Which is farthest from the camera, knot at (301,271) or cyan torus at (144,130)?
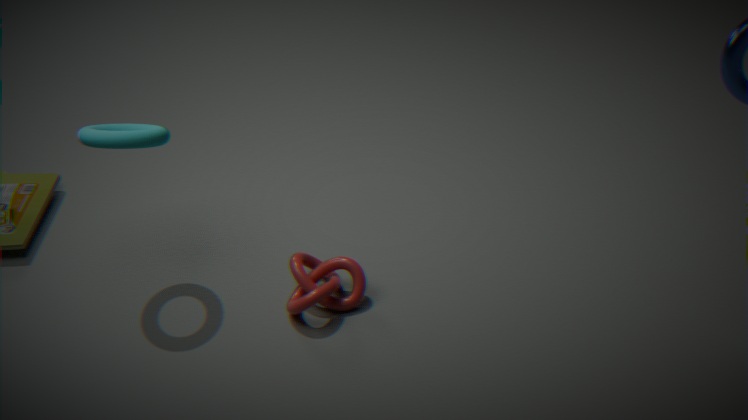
knot at (301,271)
